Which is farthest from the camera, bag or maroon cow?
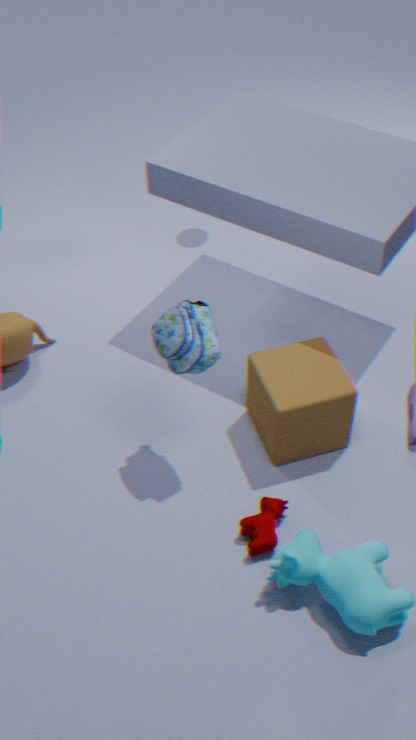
maroon cow
